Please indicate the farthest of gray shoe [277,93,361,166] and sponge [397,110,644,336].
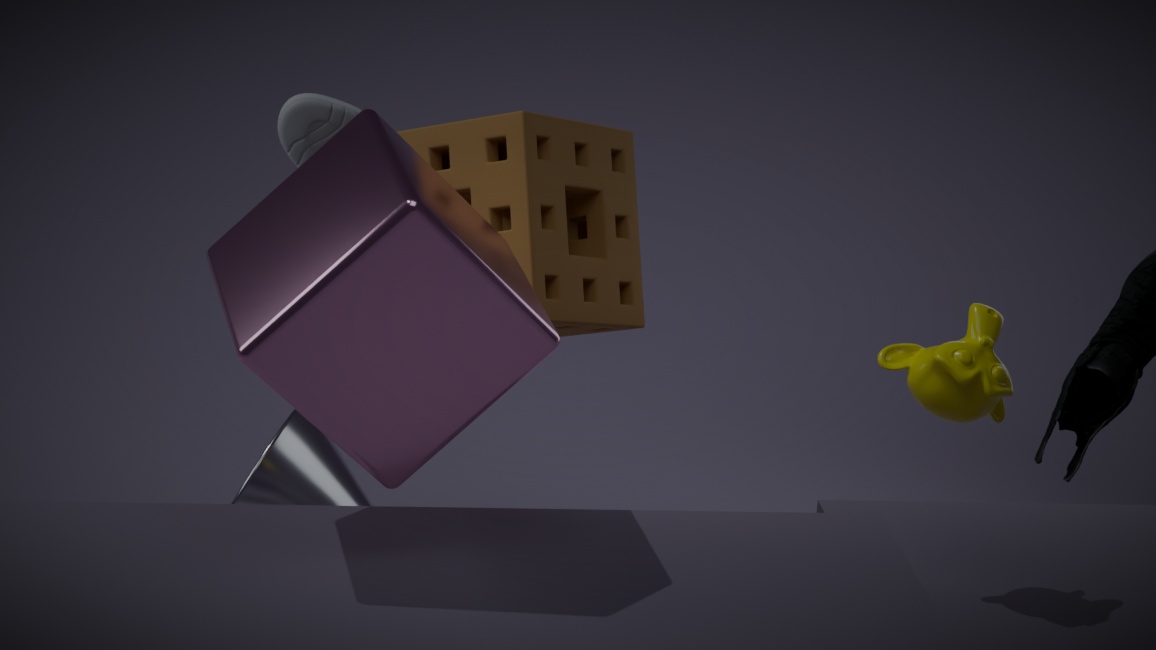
gray shoe [277,93,361,166]
